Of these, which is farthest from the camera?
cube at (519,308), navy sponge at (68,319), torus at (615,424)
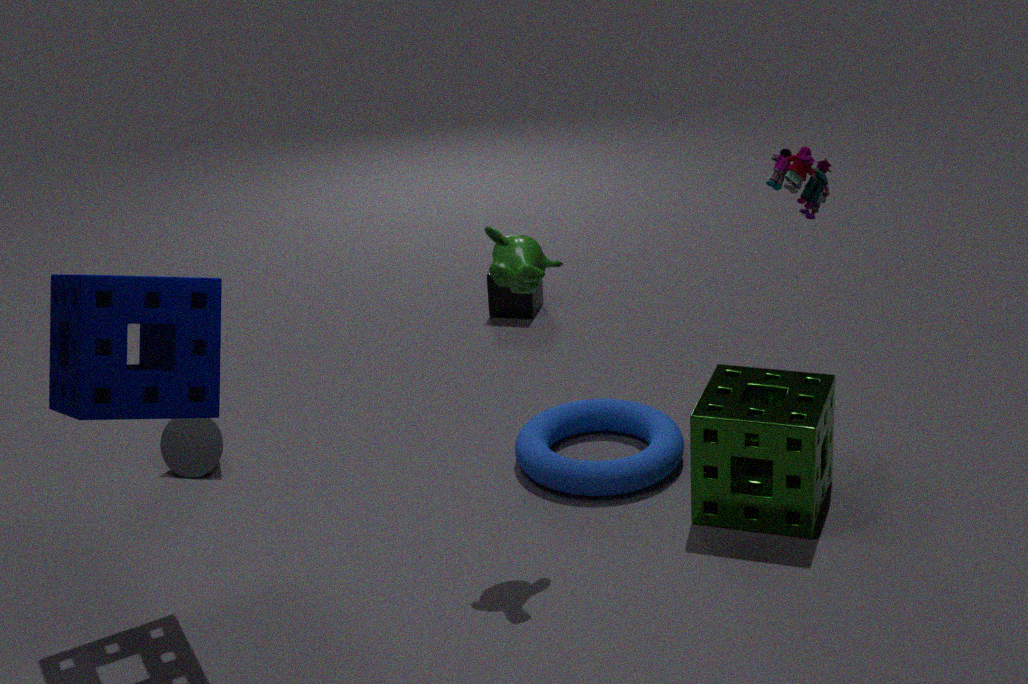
cube at (519,308)
